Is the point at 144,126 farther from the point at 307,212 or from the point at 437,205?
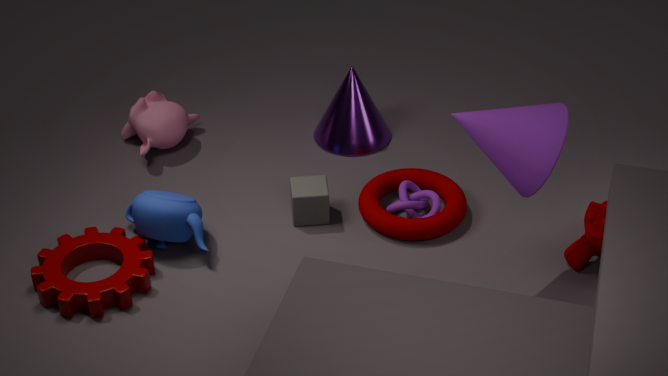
the point at 437,205
